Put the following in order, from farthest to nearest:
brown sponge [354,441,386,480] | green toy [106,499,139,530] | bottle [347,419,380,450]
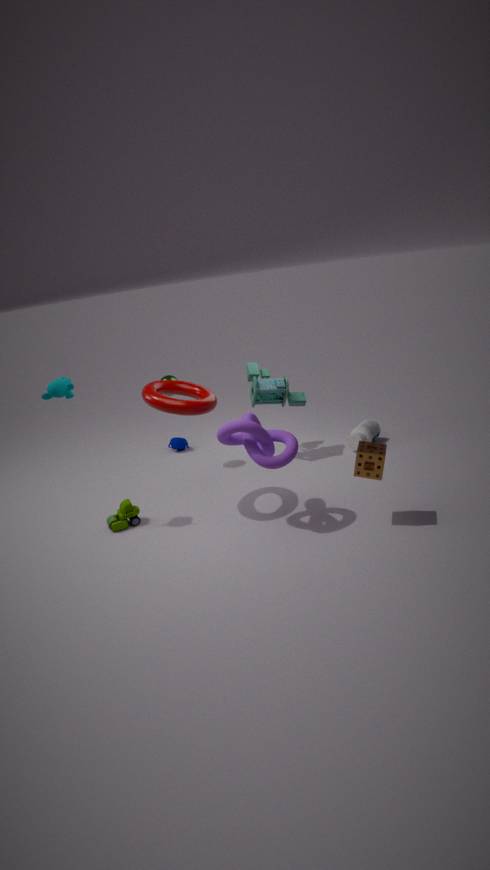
1. bottle [347,419,380,450]
2. green toy [106,499,139,530]
3. brown sponge [354,441,386,480]
